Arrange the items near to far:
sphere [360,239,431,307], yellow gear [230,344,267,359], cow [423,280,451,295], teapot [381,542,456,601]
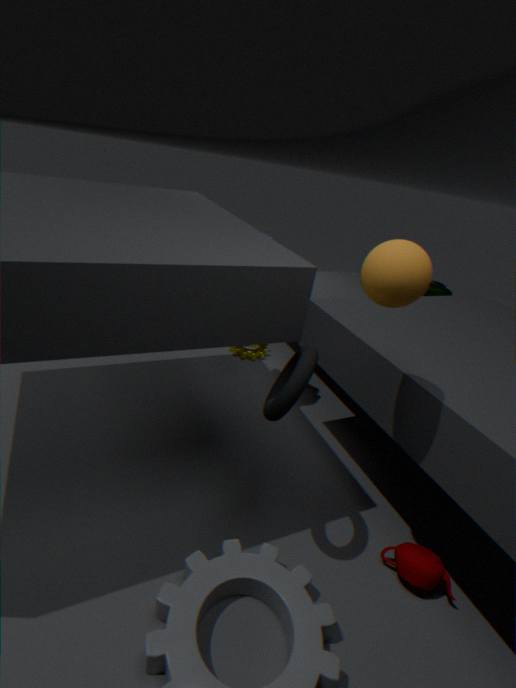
1. sphere [360,239,431,307]
2. teapot [381,542,456,601]
3. cow [423,280,451,295]
4. yellow gear [230,344,267,359]
